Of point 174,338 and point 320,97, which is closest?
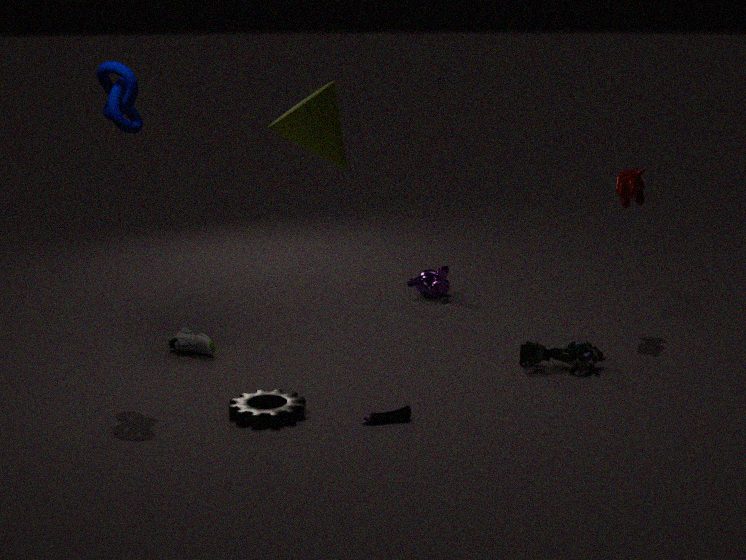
point 320,97
